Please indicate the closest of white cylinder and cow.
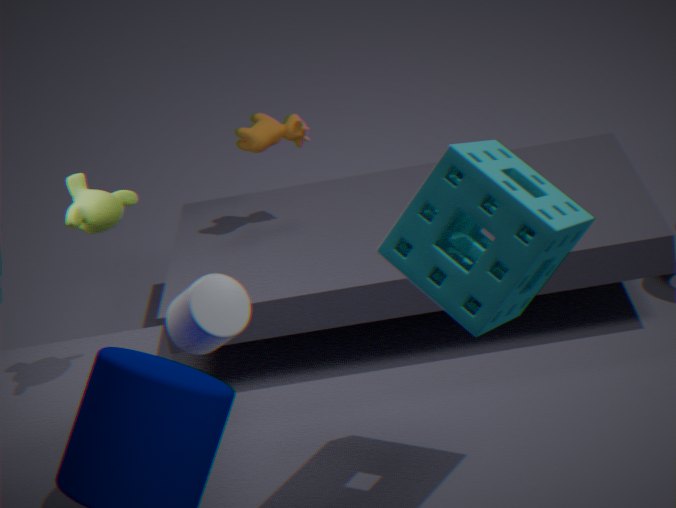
white cylinder
